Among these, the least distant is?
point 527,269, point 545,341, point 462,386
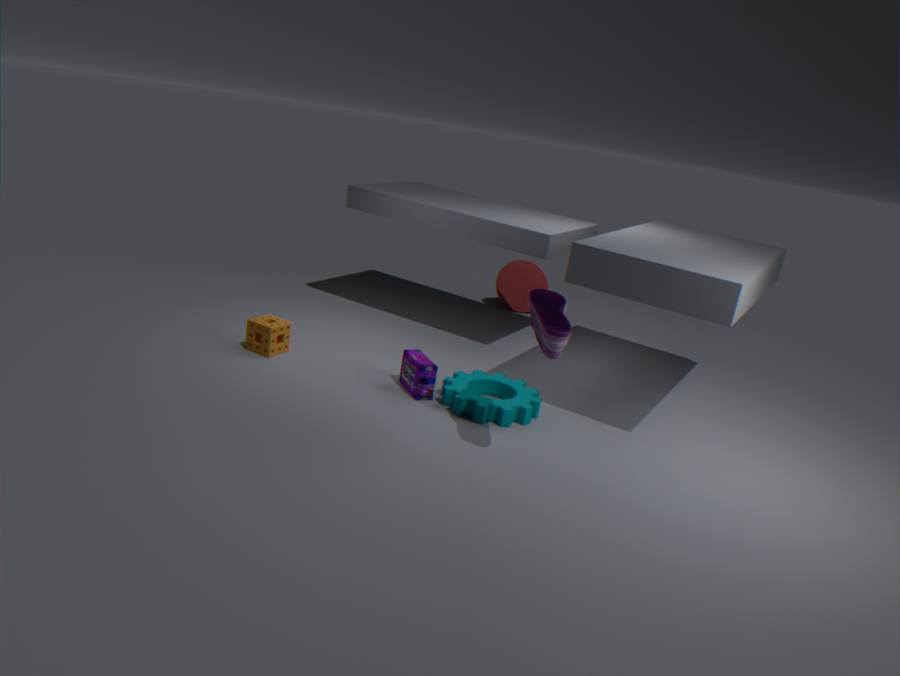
point 545,341
